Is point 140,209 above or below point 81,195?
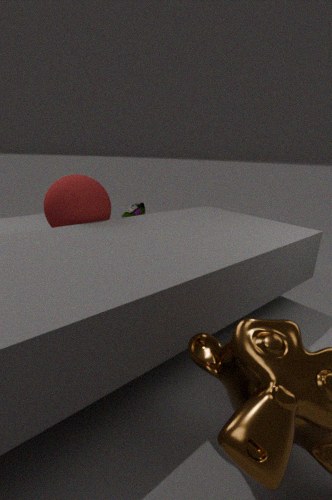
below
